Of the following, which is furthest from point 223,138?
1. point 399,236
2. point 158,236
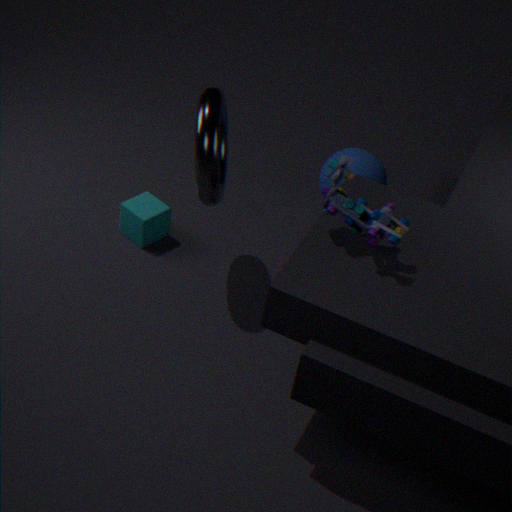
point 399,236
